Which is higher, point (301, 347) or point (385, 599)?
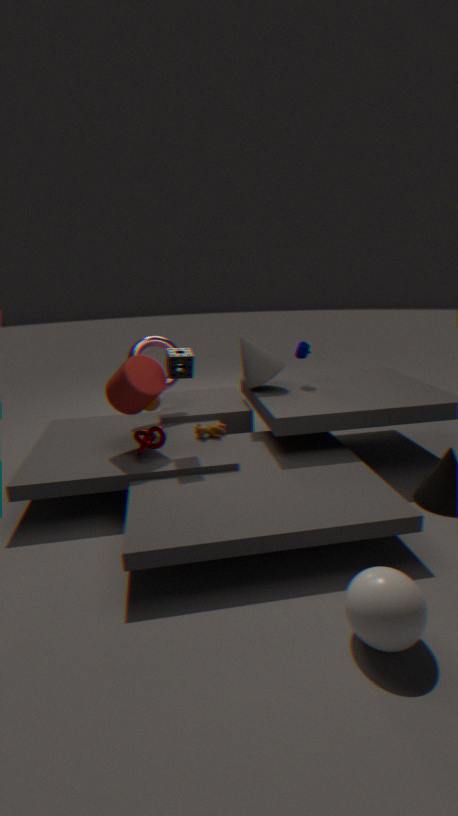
point (301, 347)
